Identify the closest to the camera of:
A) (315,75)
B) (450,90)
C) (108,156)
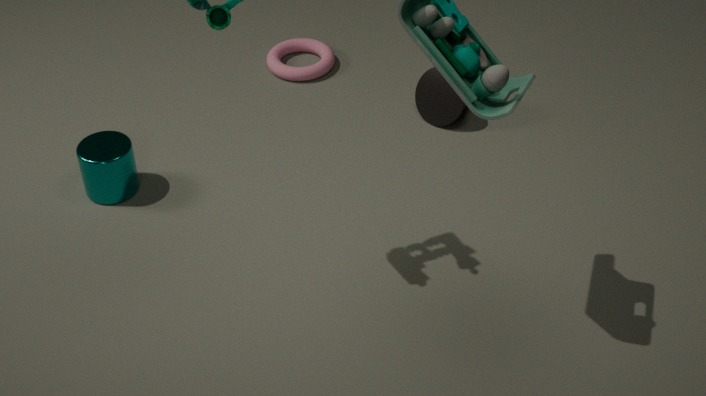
(108,156)
